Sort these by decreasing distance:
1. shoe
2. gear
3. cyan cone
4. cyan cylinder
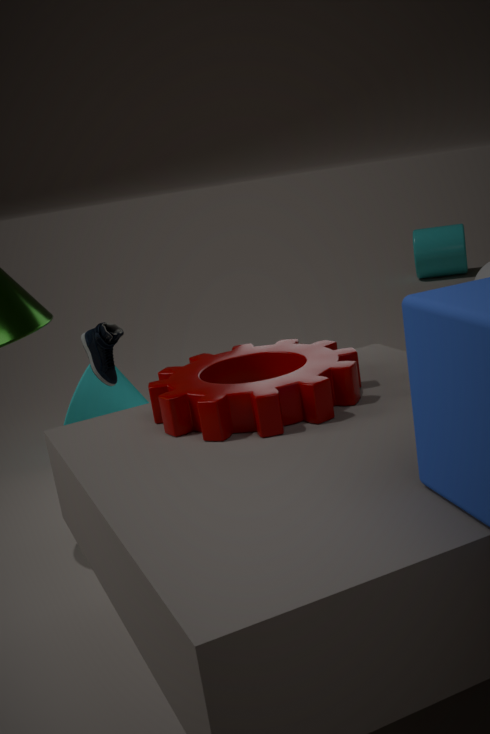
1. cyan cylinder
2. cyan cone
3. shoe
4. gear
